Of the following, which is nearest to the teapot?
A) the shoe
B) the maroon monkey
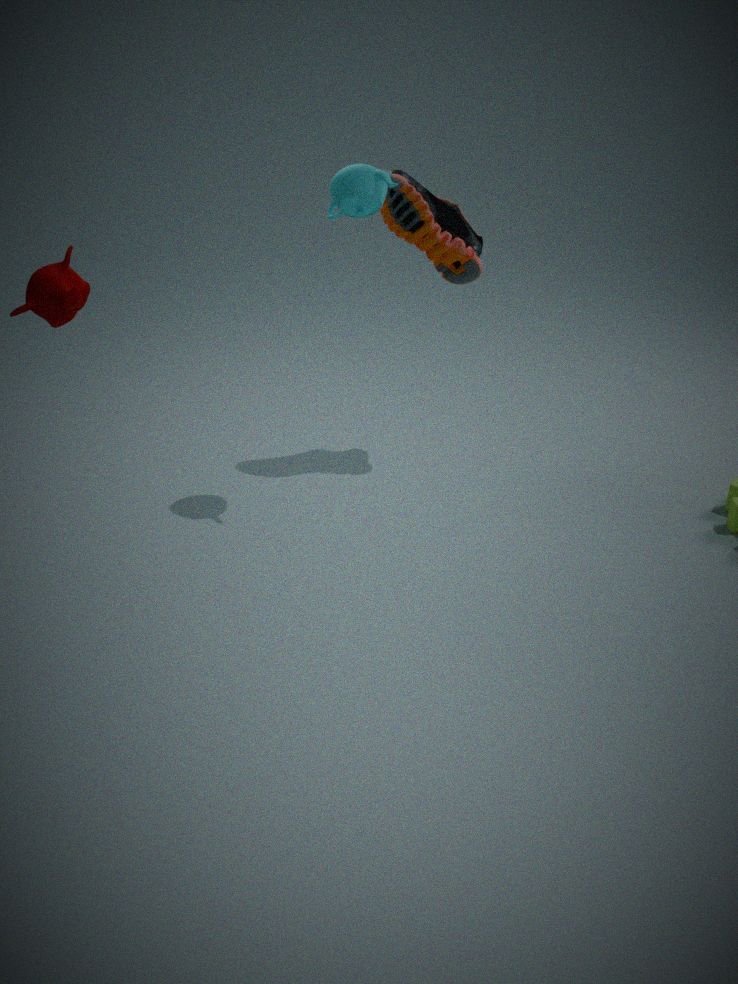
the shoe
